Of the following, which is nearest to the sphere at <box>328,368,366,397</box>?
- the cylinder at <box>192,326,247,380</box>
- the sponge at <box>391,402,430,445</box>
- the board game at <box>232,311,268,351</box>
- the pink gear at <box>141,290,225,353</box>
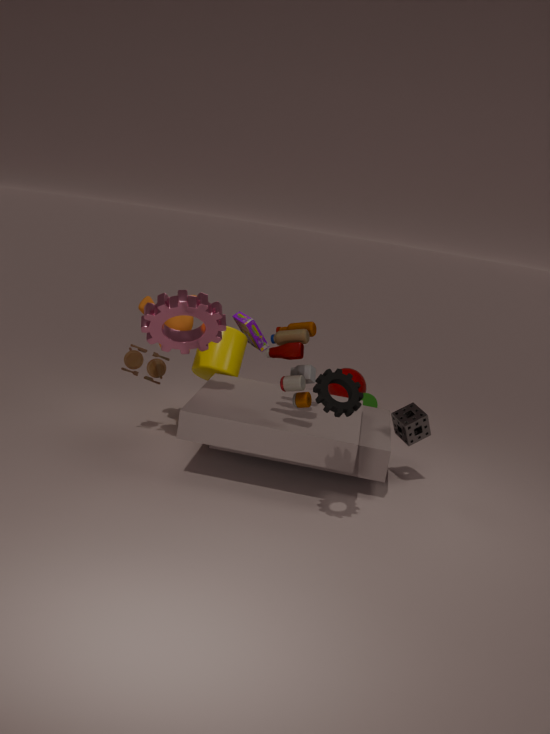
the board game at <box>232,311,268,351</box>
